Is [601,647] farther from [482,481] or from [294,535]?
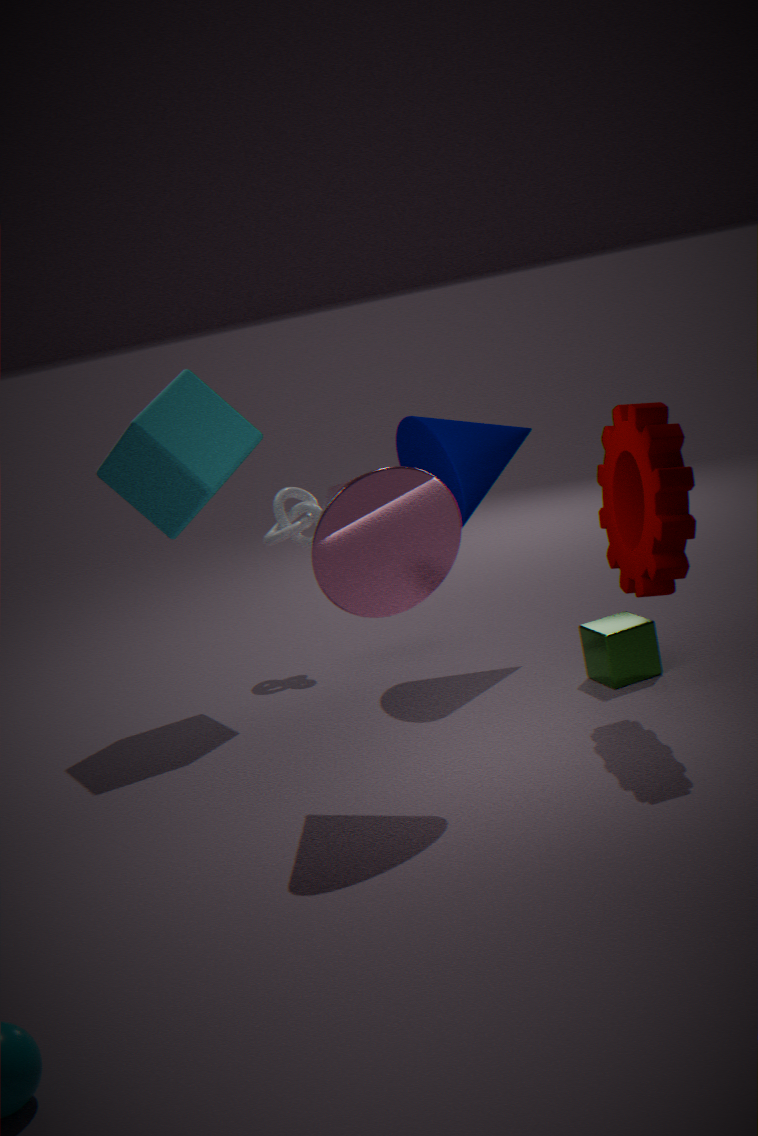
[294,535]
